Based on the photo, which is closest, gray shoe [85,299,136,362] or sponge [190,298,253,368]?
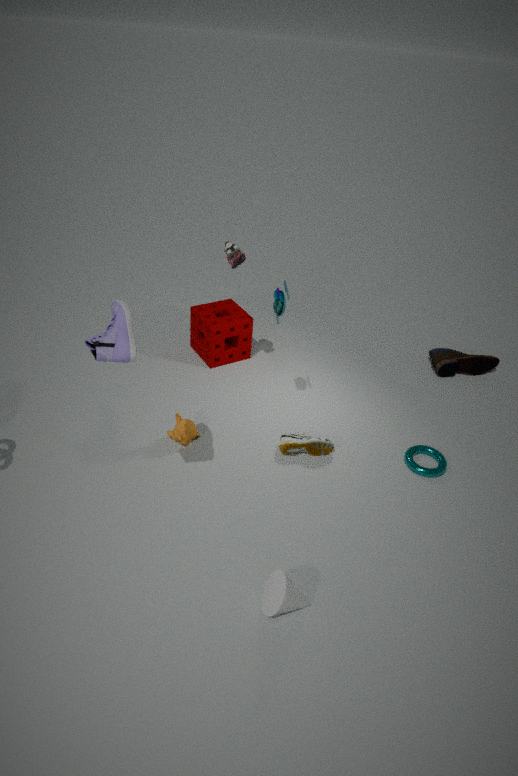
gray shoe [85,299,136,362]
